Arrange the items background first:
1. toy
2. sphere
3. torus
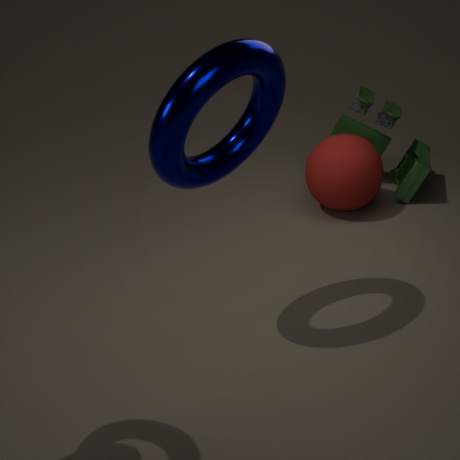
toy, sphere, torus
